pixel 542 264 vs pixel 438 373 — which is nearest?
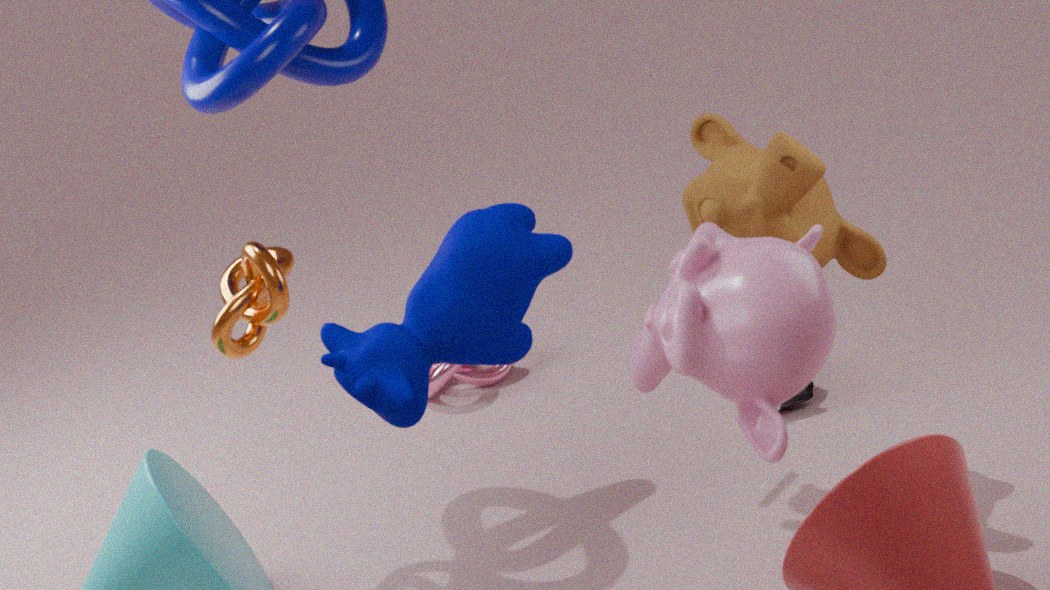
pixel 542 264
